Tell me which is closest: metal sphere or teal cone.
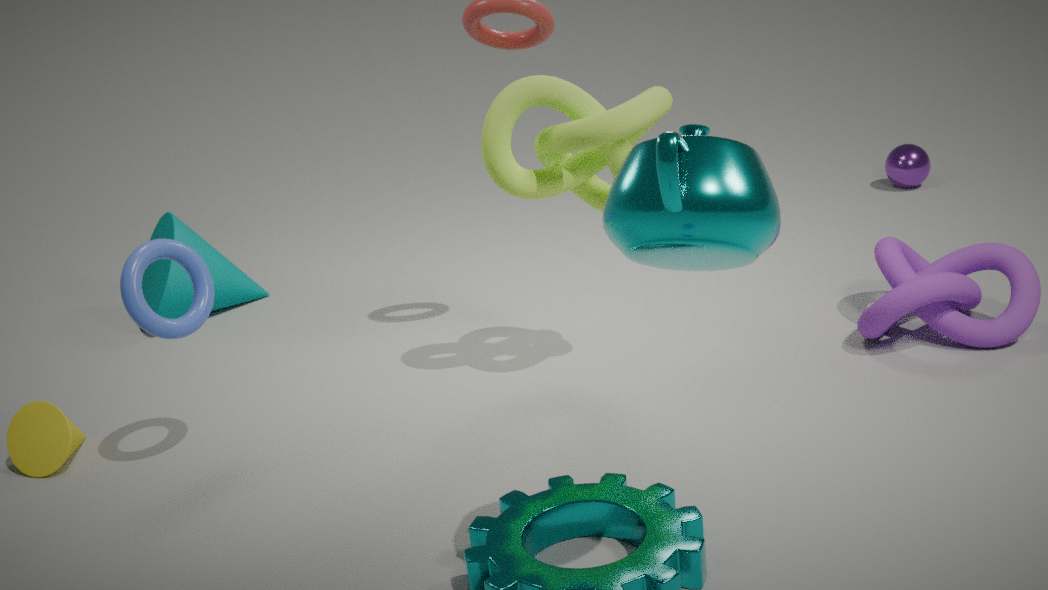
teal cone
